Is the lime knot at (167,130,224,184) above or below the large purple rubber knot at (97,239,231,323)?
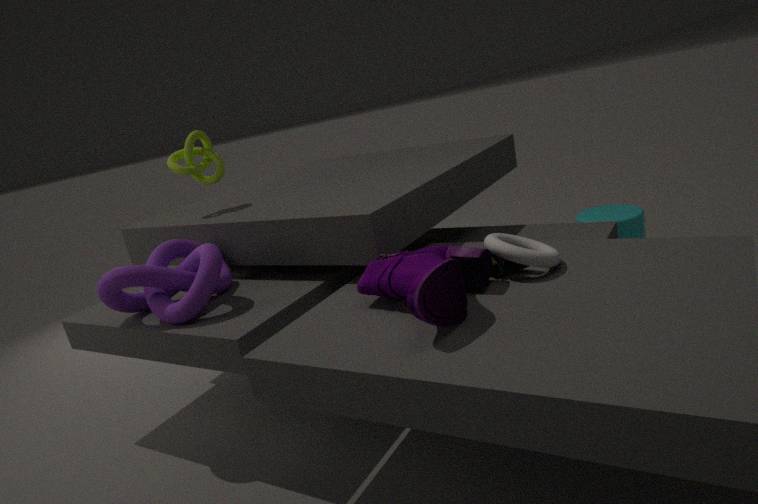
above
